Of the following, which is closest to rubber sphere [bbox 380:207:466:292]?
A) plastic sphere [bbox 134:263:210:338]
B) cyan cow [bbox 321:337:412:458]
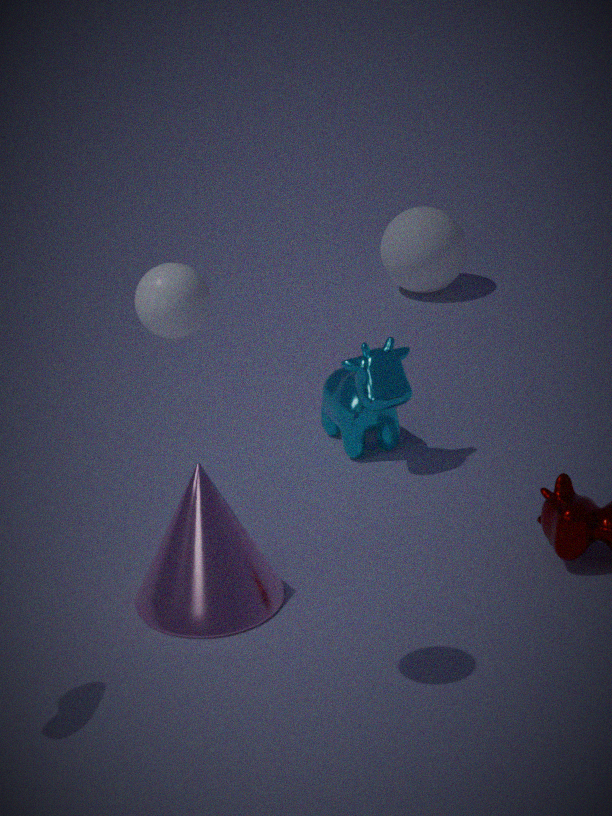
cyan cow [bbox 321:337:412:458]
